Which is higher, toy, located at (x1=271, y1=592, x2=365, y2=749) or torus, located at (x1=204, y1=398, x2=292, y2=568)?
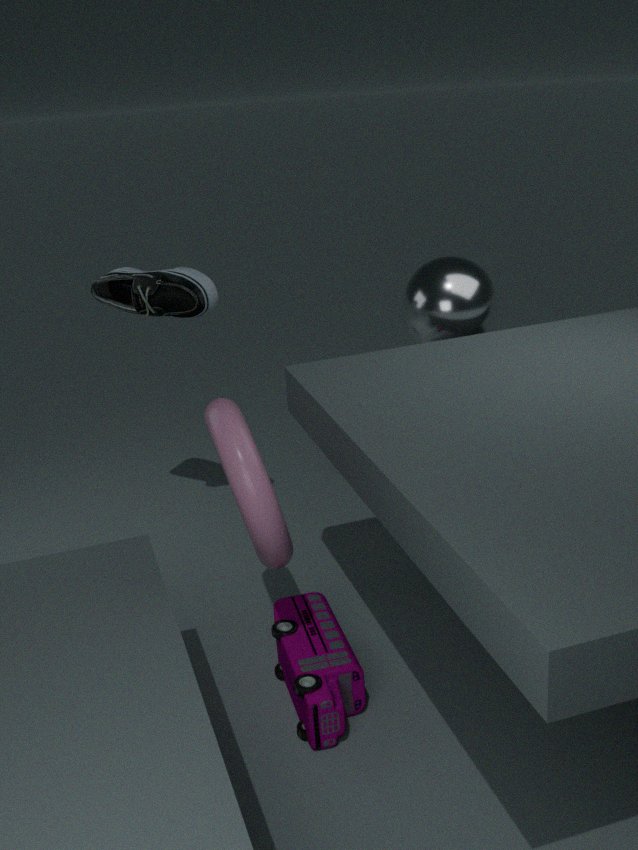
torus, located at (x1=204, y1=398, x2=292, y2=568)
